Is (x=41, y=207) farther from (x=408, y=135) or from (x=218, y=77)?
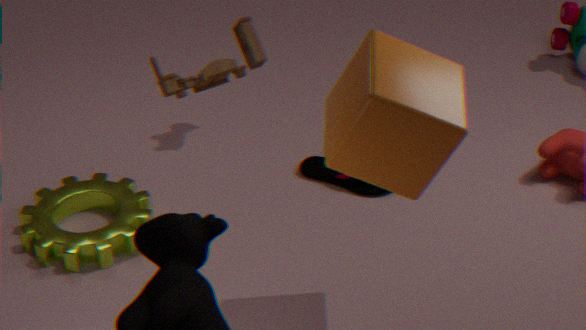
(x=408, y=135)
